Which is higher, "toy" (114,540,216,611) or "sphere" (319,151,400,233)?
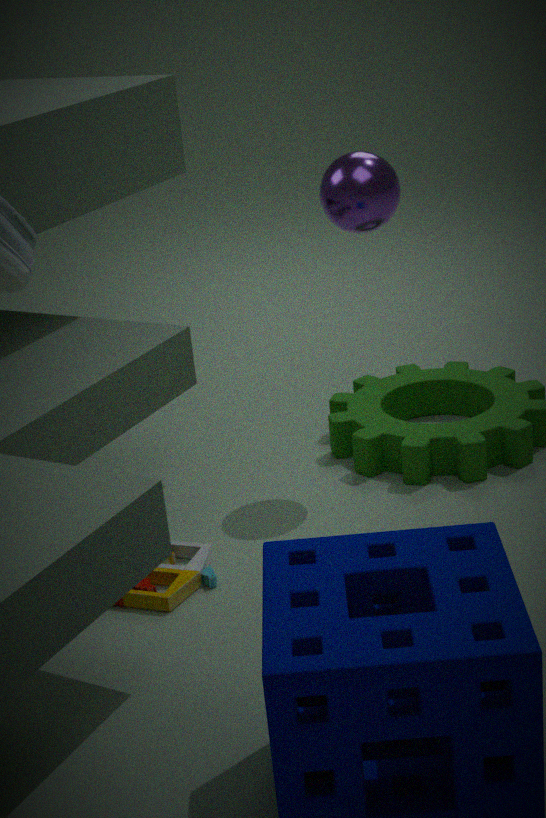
"sphere" (319,151,400,233)
